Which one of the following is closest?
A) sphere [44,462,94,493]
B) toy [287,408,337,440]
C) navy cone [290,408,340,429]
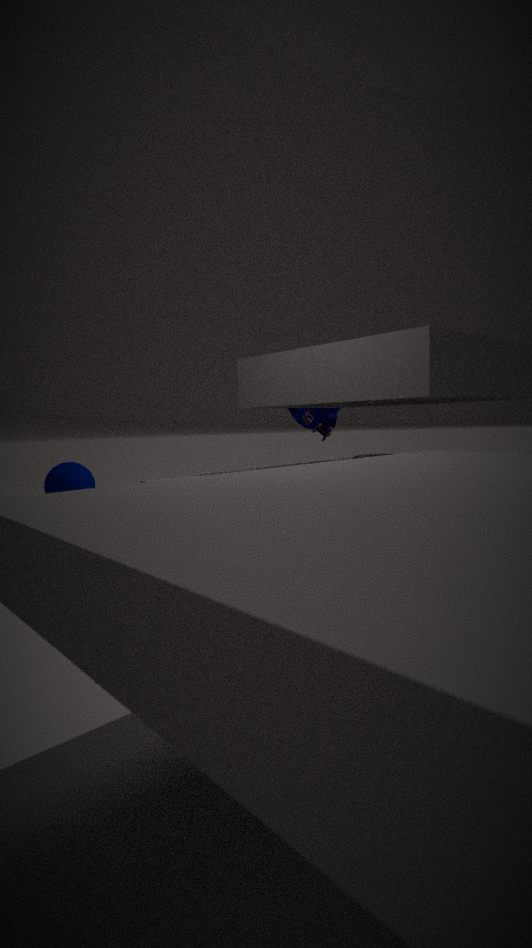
toy [287,408,337,440]
